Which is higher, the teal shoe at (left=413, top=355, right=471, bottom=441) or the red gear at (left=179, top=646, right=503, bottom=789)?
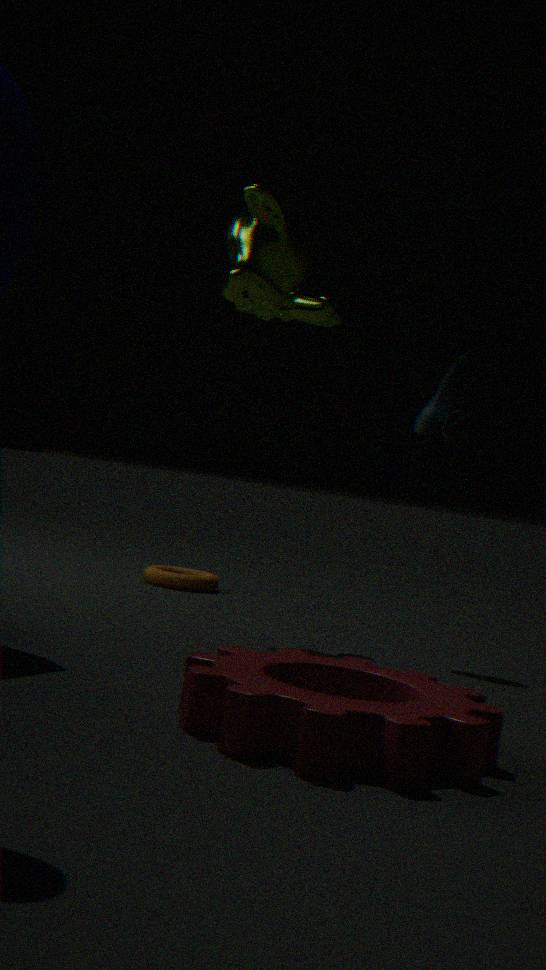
the teal shoe at (left=413, top=355, right=471, bottom=441)
